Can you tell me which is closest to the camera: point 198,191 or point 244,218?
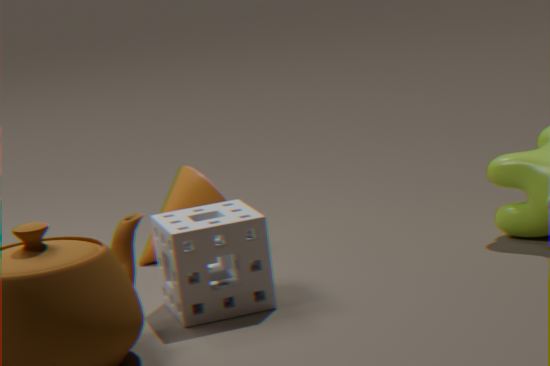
point 244,218
